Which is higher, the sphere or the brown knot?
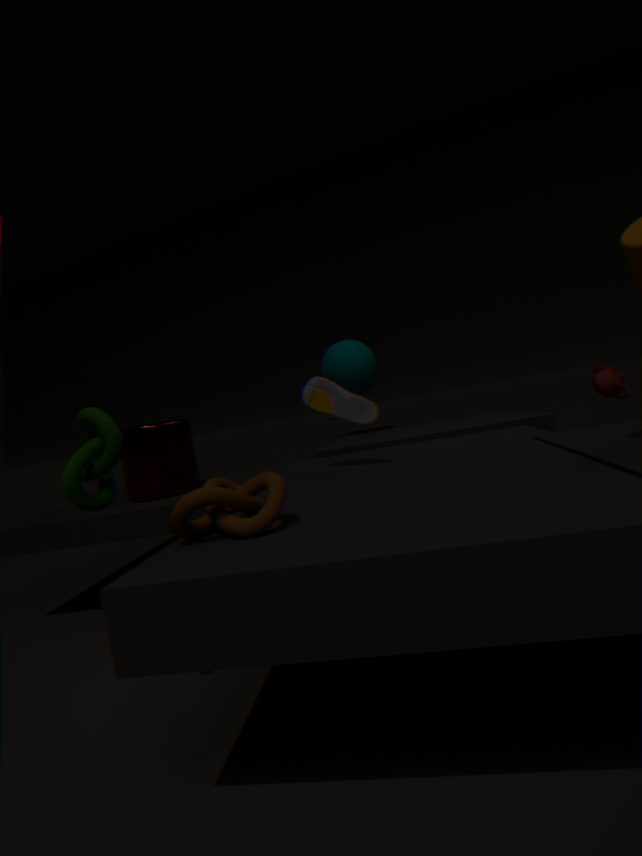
the sphere
